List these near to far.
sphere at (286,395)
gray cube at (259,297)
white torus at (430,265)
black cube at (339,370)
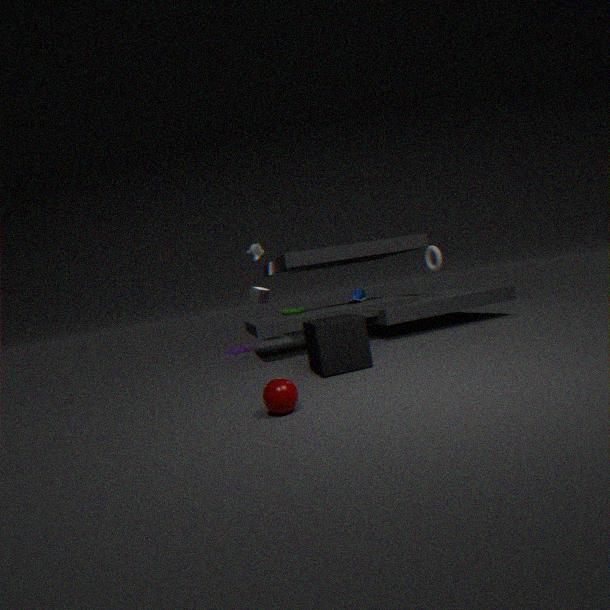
sphere at (286,395) → black cube at (339,370) → white torus at (430,265) → gray cube at (259,297)
